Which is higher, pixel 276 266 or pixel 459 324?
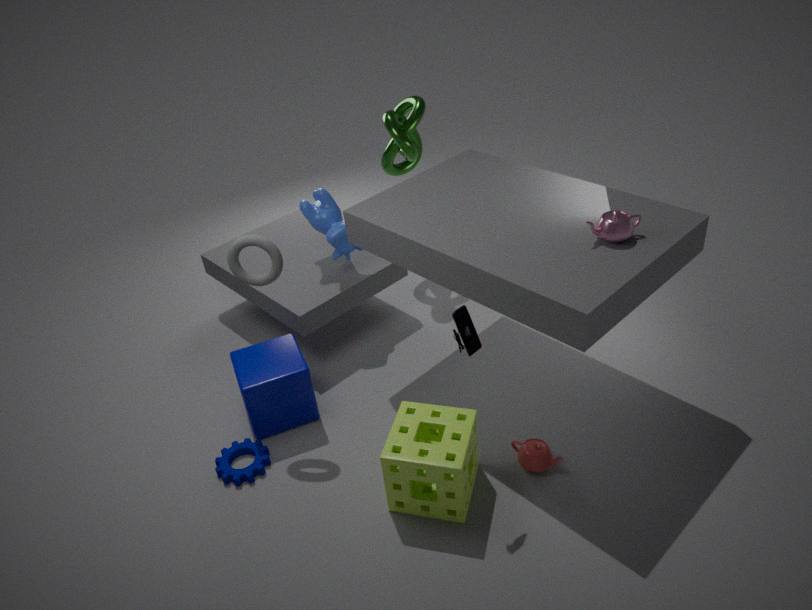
pixel 276 266
